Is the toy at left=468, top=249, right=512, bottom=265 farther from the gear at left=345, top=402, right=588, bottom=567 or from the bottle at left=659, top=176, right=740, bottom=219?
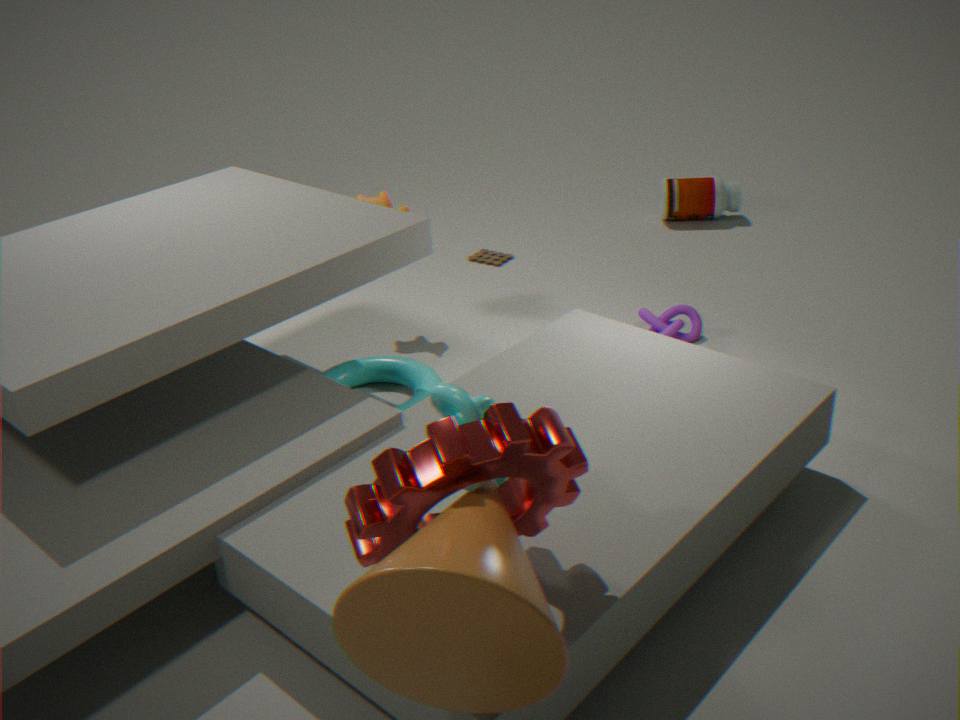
the gear at left=345, top=402, right=588, bottom=567
